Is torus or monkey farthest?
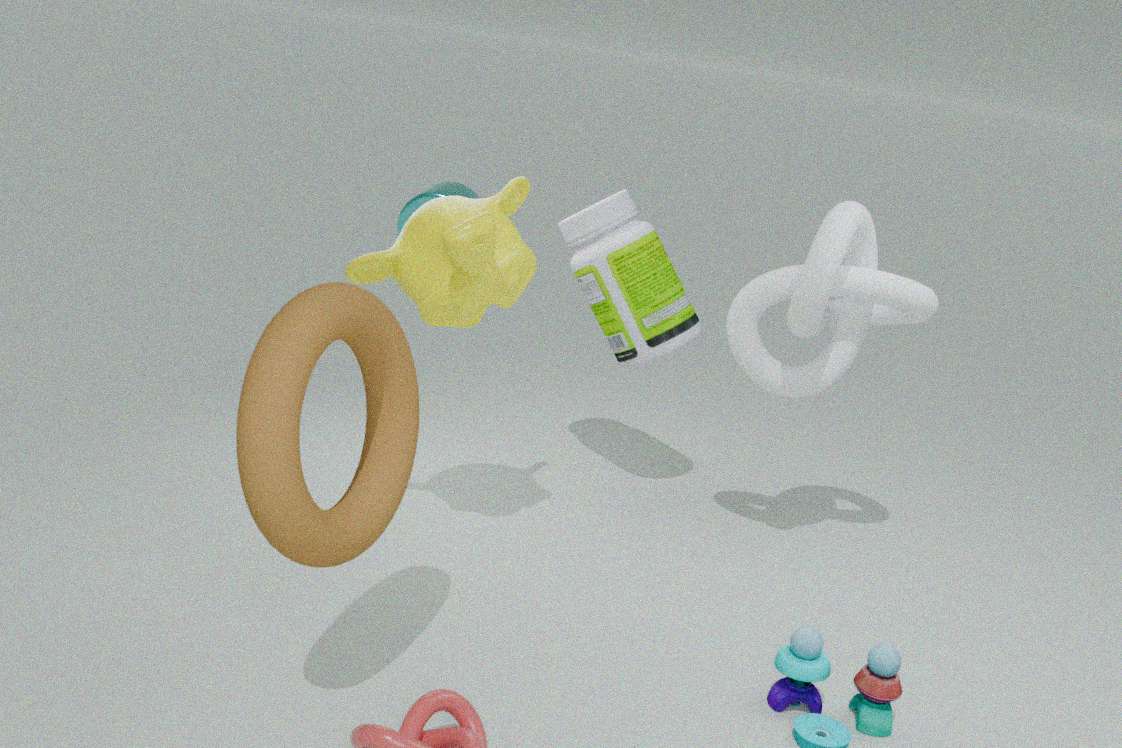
monkey
